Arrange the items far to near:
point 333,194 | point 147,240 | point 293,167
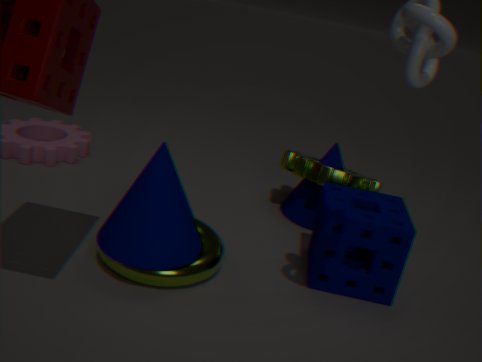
point 293,167 → point 333,194 → point 147,240
